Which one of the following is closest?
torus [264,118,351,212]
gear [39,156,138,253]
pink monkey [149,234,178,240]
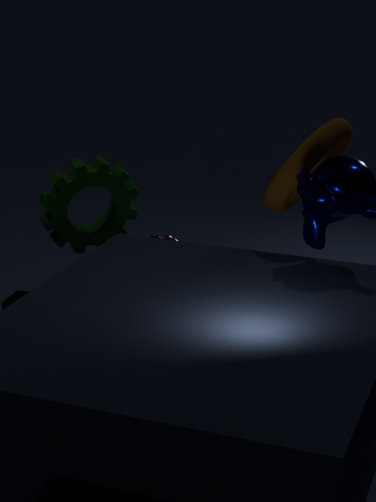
torus [264,118,351,212]
